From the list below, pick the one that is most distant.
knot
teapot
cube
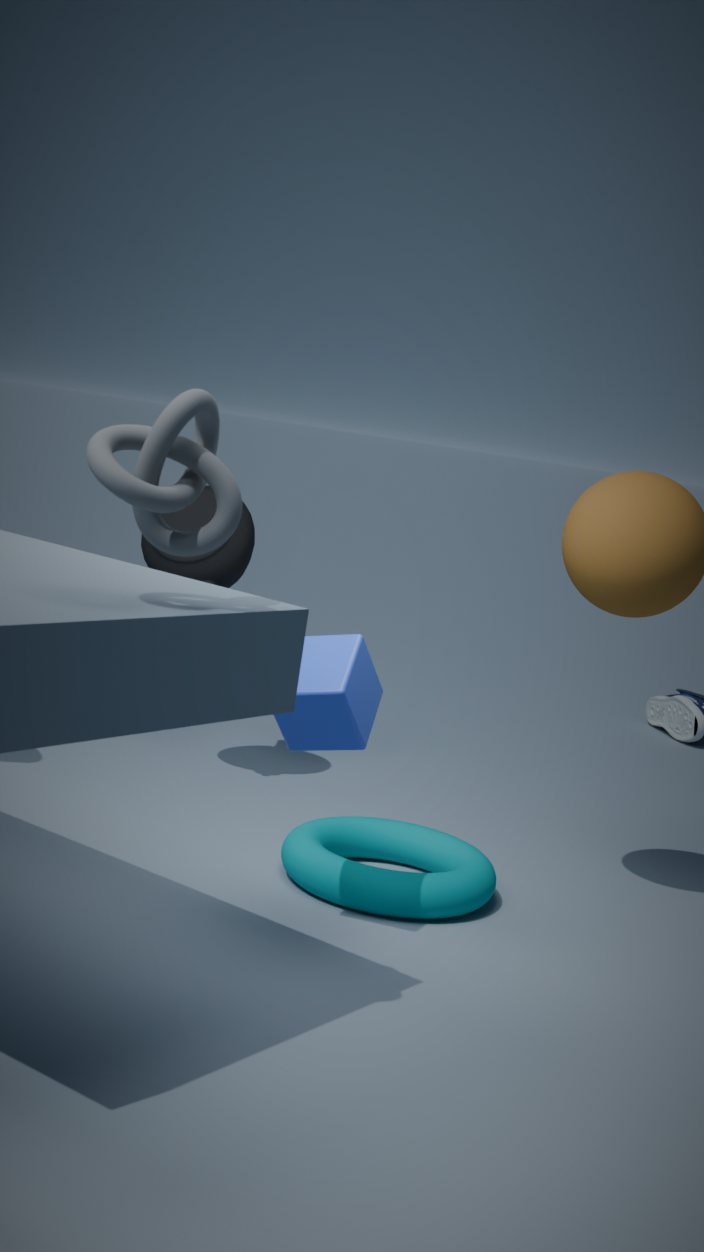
teapot
